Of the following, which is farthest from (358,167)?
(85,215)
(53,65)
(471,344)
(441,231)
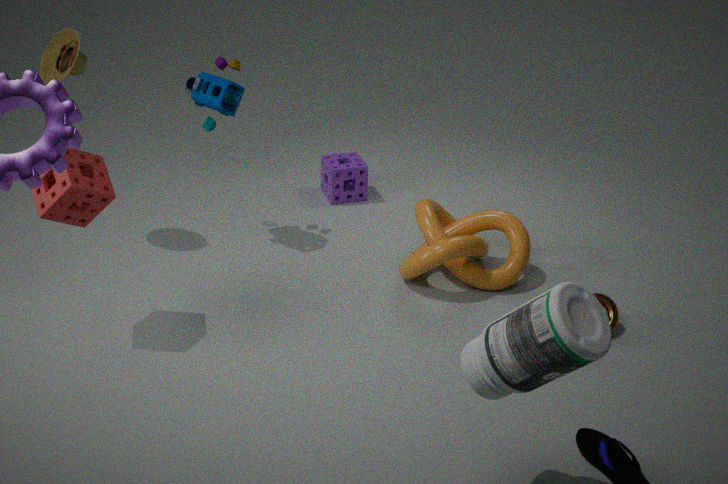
(471,344)
